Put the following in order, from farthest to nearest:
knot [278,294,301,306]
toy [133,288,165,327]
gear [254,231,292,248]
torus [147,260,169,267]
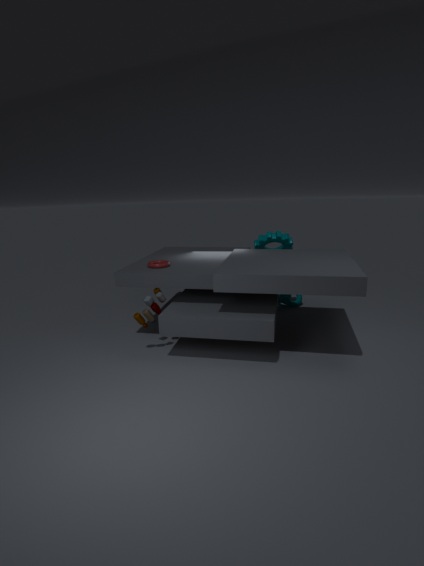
1. knot [278,294,301,306]
2. gear [254,231,292,248]
3. torus [147,260,169,267]
4. toy [133,288,165,327]
